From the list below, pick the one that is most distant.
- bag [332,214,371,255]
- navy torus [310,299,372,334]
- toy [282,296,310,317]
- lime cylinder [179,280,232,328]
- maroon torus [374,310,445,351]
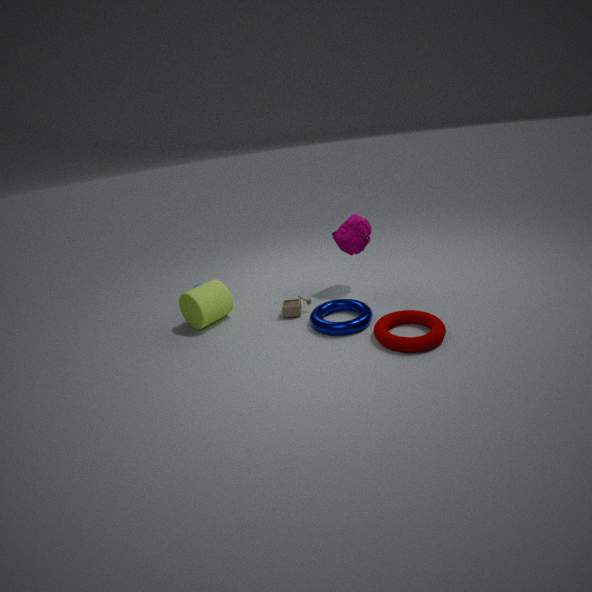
bag [332,214,371,255]
